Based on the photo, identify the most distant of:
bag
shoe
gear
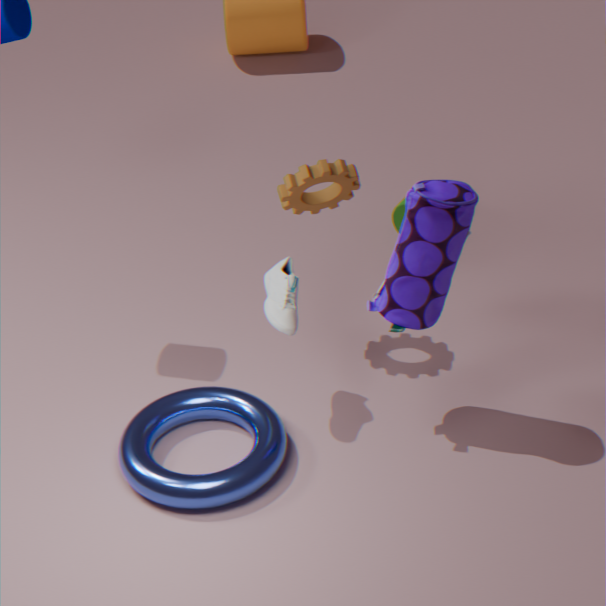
gear
